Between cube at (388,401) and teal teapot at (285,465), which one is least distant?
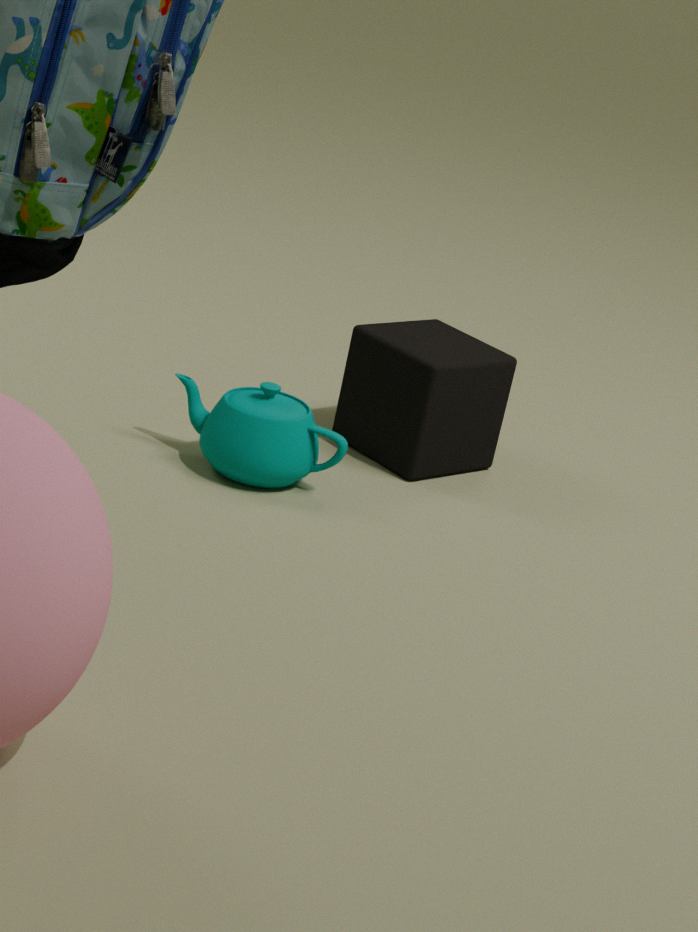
teal teapot at (285,465)
